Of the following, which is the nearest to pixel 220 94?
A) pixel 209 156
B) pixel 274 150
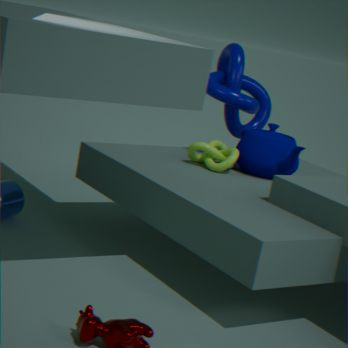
pixel 274 150
